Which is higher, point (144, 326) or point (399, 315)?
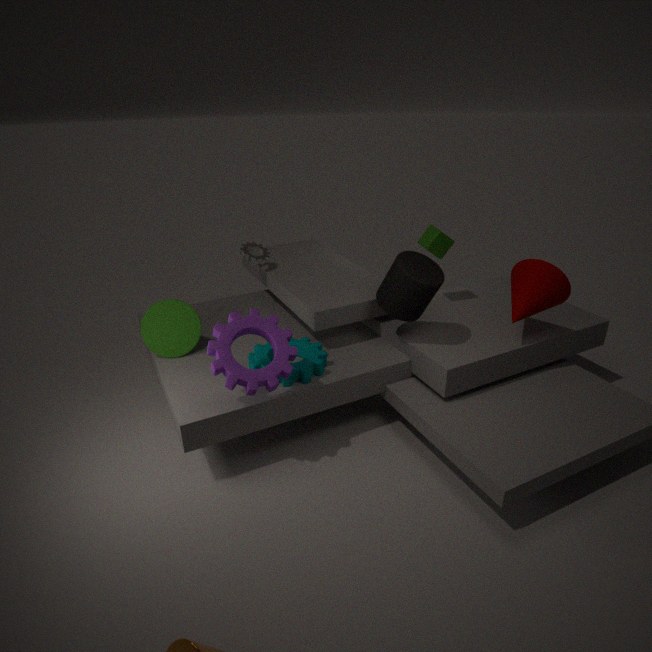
point (399, 315)
